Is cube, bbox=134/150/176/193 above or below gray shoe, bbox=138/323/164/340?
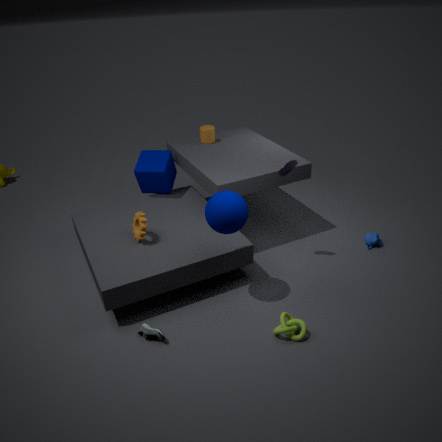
above
